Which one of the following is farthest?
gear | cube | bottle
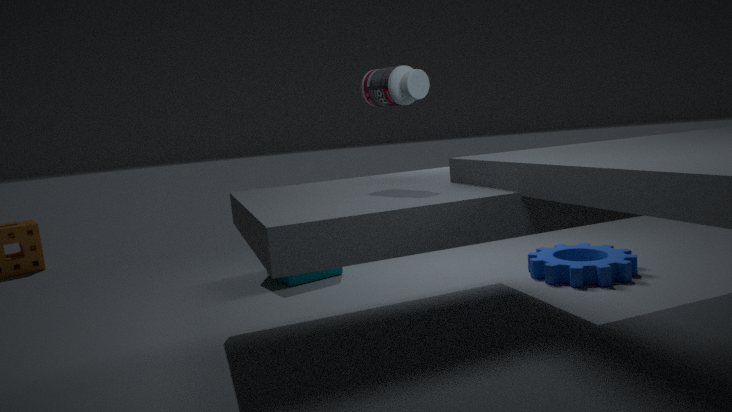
cube
